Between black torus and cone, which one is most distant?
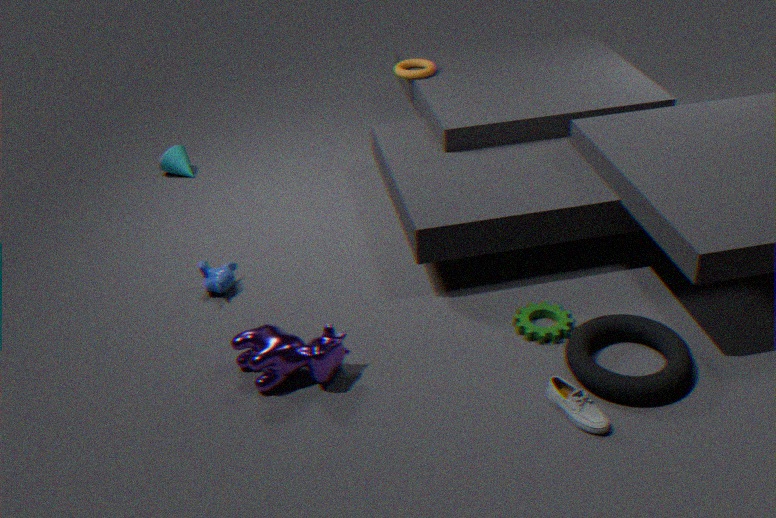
cone
